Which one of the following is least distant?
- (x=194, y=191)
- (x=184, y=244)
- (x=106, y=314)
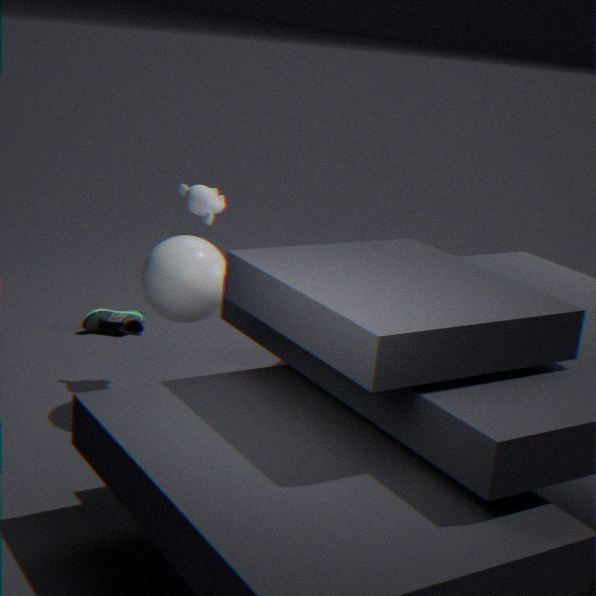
(x=184, y=244)
